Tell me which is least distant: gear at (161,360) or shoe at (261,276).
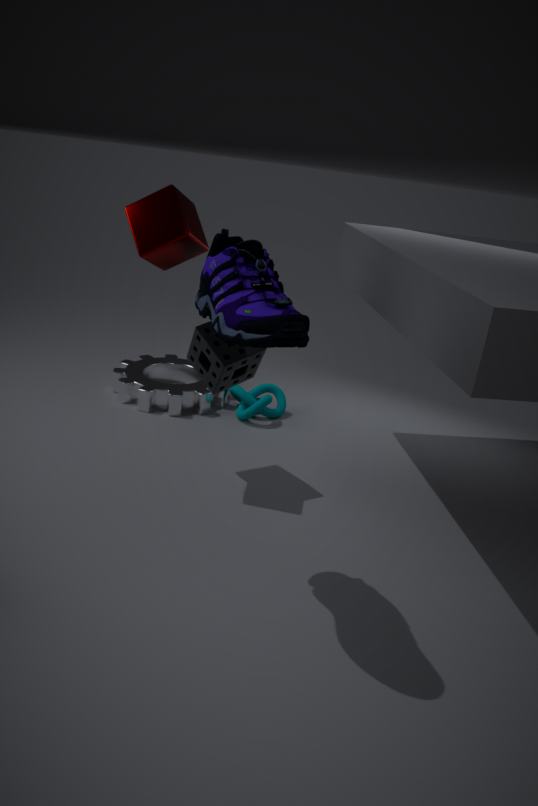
shoe at (261,276)
